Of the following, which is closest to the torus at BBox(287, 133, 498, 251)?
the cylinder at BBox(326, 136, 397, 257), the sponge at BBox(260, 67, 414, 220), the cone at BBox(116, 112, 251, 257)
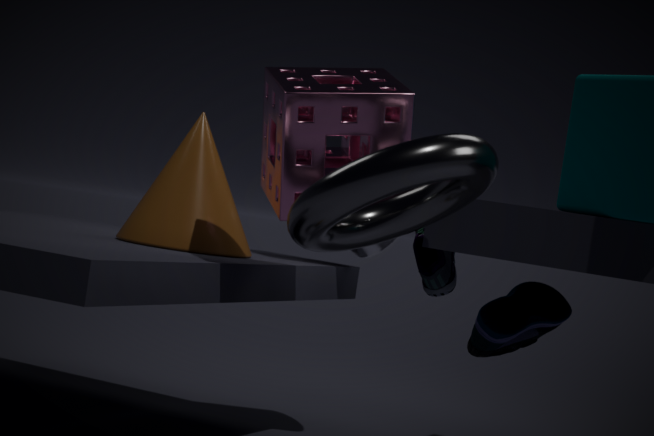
the sponge at BBox(260, 67, 414, 220)
